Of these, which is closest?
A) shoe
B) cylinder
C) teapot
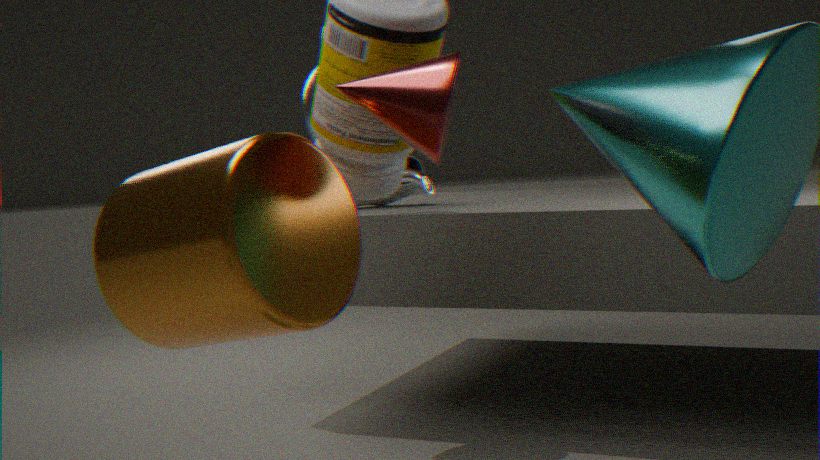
cylinder
